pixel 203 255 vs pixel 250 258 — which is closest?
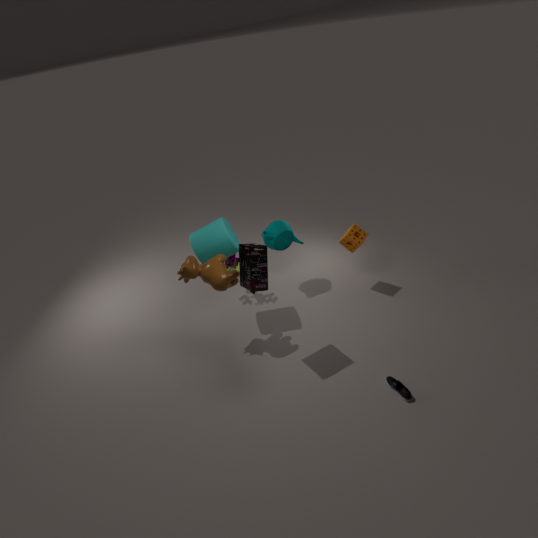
pixel 250 258
